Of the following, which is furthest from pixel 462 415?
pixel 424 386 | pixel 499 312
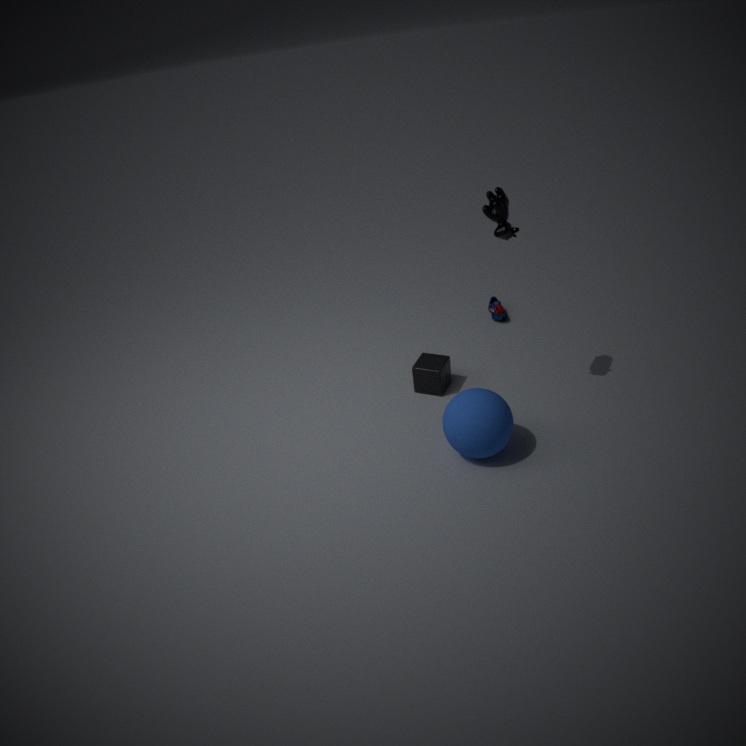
pixel 499 312
